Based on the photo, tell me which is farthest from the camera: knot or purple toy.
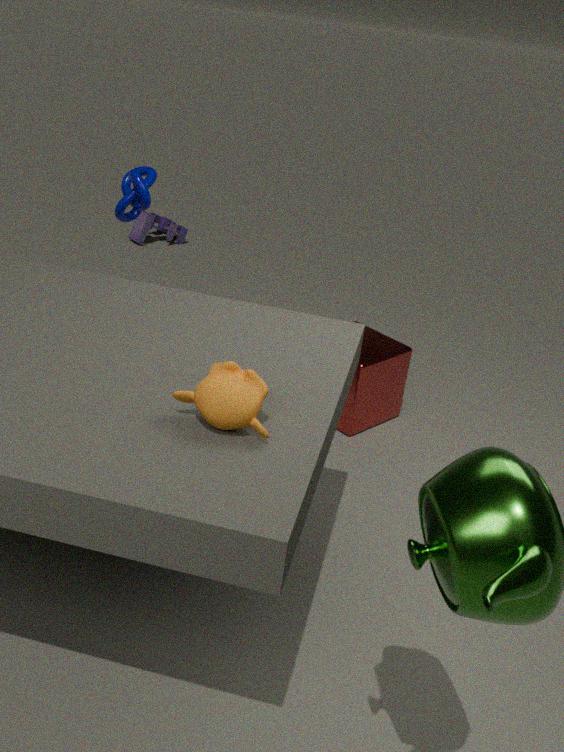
purple toy
